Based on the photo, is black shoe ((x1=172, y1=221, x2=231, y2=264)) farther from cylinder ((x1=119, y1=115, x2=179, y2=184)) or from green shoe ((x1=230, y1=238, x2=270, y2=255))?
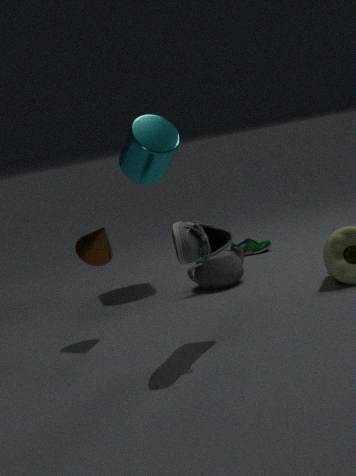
green shoe ((x1=230, y1=238, x2=270, y2=255))
